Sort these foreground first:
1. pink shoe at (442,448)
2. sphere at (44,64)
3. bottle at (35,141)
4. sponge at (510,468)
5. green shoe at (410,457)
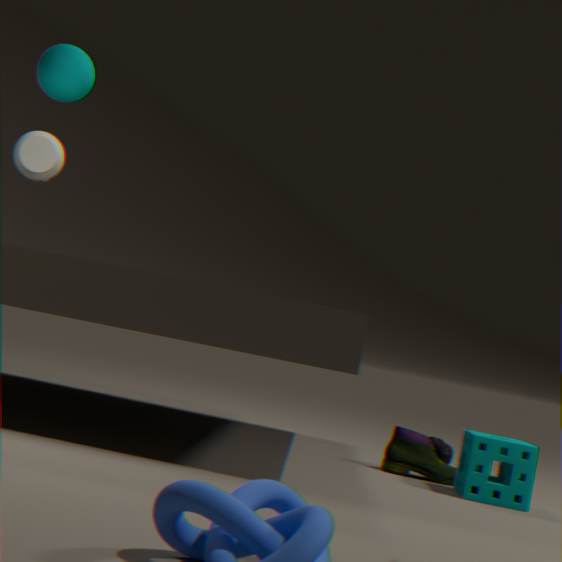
sponge at (510,468), green shoe at (410,457), sphere at (44,64), bottle at (35,141), pink shoe at (442,448)
